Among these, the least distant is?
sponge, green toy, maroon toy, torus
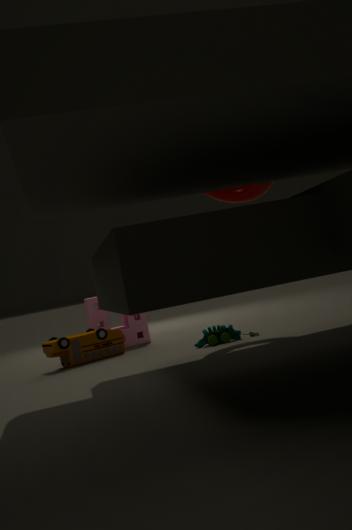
green toy
